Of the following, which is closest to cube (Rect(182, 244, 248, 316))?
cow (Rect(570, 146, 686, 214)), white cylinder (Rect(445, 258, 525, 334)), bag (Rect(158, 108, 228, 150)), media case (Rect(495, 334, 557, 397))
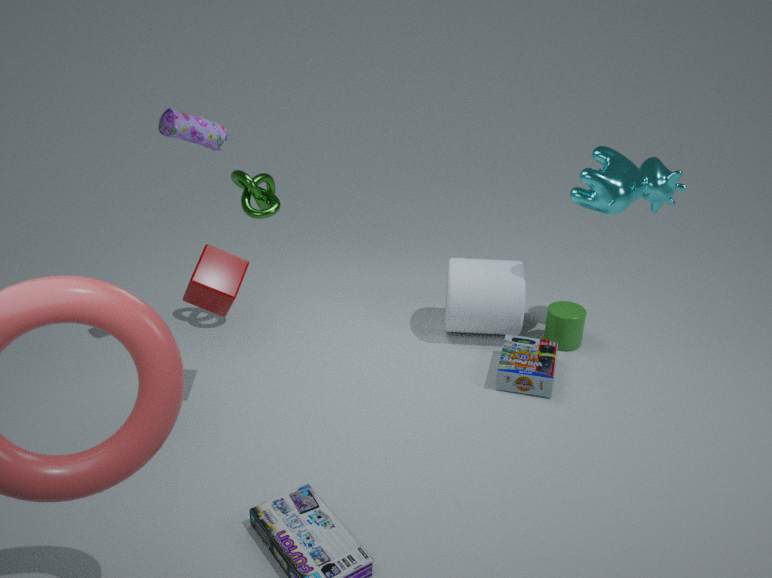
bag (Rect(158, 108, 228, 150))
